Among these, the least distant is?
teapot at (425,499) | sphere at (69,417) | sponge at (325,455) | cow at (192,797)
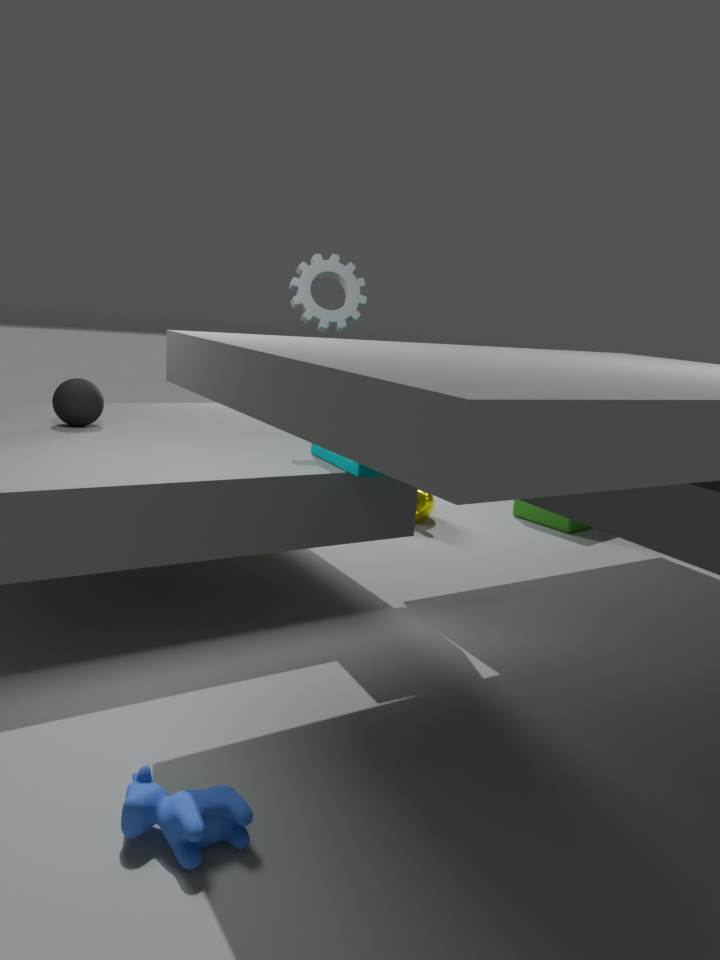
cow at (192,797)
